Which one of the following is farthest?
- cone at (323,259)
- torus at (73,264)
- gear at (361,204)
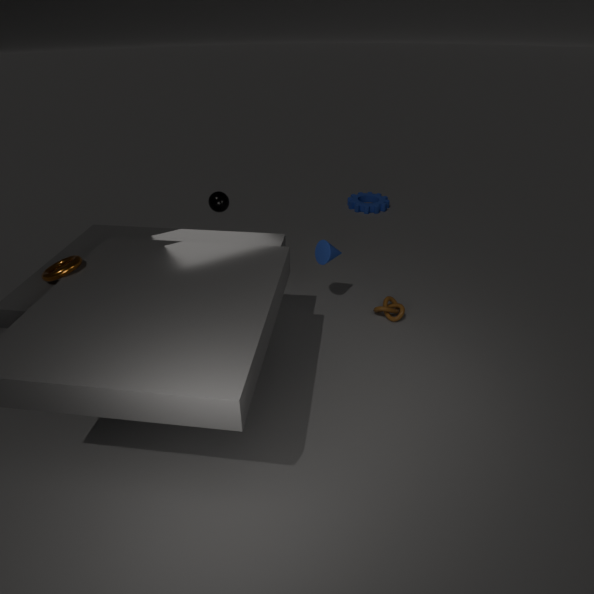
gear at (361,204)
